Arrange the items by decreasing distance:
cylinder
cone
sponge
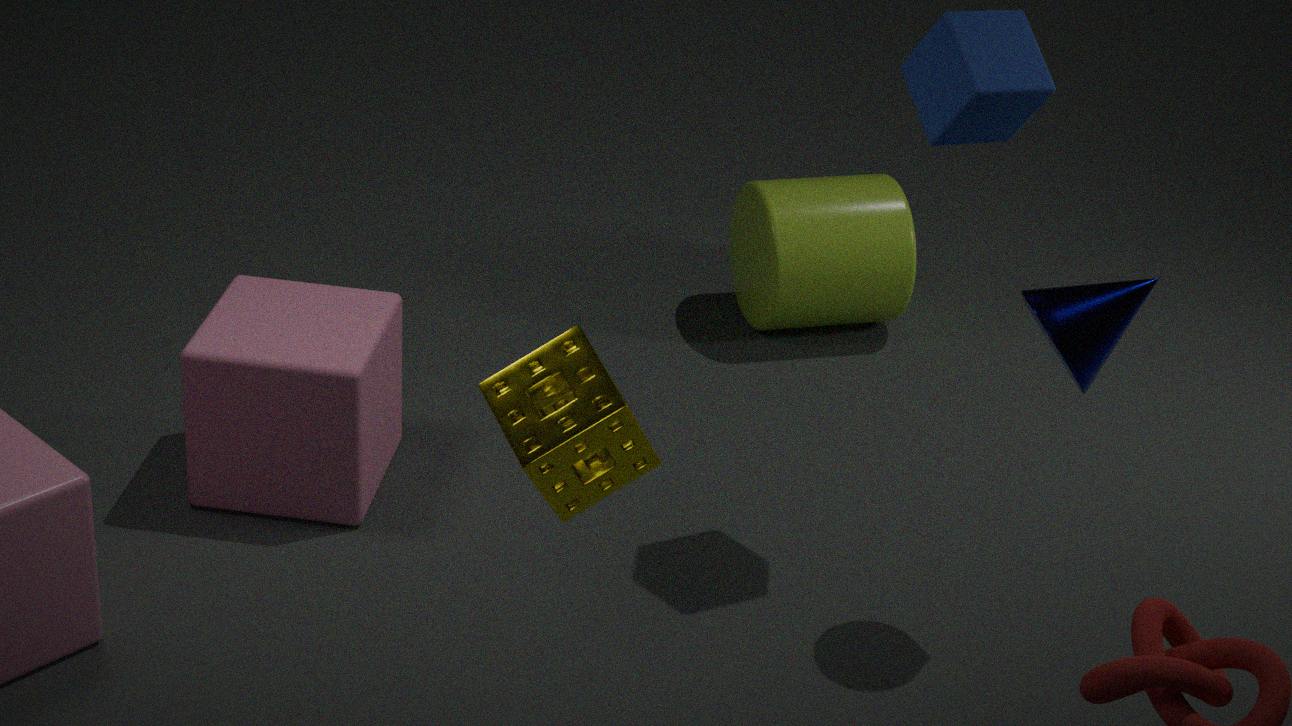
cylinder < cone < sponge
